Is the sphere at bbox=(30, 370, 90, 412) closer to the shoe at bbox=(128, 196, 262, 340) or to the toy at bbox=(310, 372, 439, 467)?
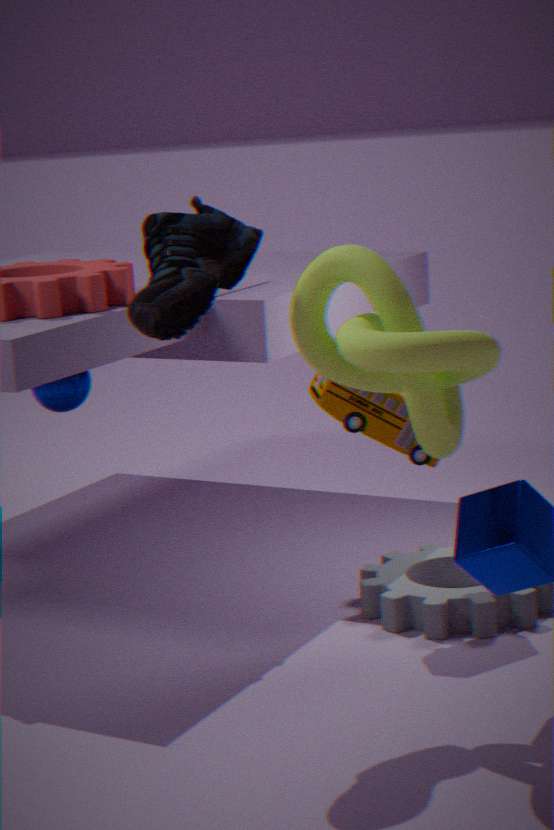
the toy at bbox=(310, 372, 439, 467)
